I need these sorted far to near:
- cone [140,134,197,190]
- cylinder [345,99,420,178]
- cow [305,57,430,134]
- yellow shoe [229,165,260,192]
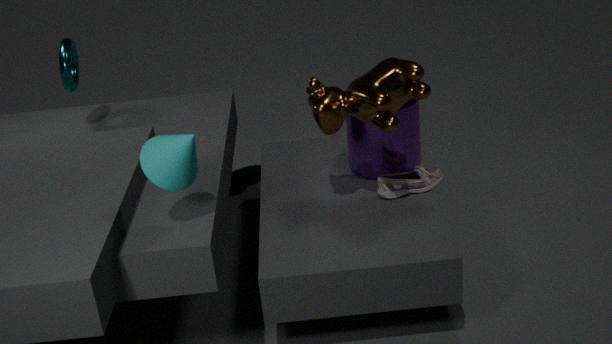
yellow shoe [229,165,260,192] < cylinder [345,99,420,178] < cow [305,57,430,134] < cone [140,134,197,190]
